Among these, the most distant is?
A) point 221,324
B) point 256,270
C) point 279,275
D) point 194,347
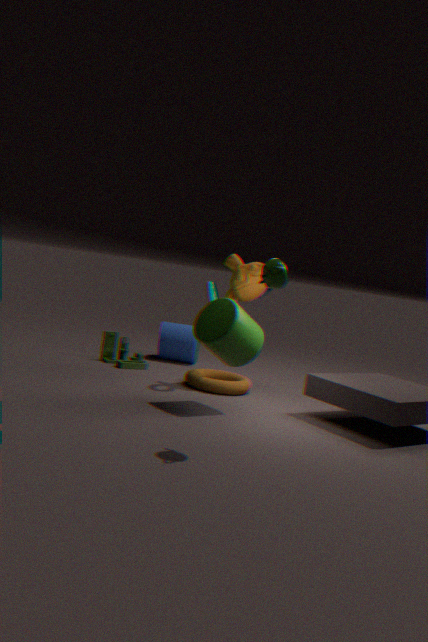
point 194,347
